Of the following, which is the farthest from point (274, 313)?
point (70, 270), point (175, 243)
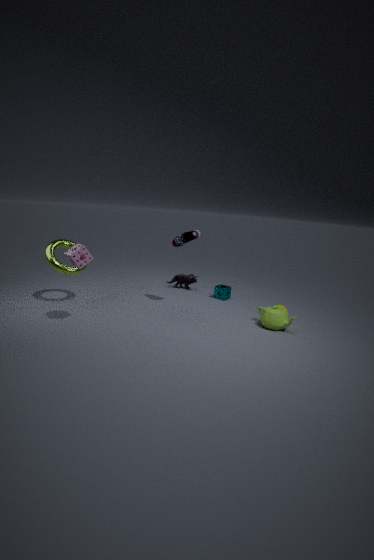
point (70, 270)
